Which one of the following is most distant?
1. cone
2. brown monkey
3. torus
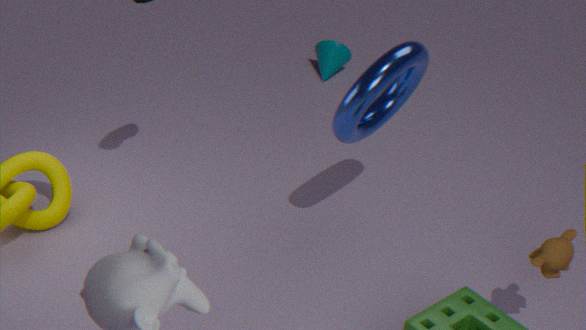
cone
